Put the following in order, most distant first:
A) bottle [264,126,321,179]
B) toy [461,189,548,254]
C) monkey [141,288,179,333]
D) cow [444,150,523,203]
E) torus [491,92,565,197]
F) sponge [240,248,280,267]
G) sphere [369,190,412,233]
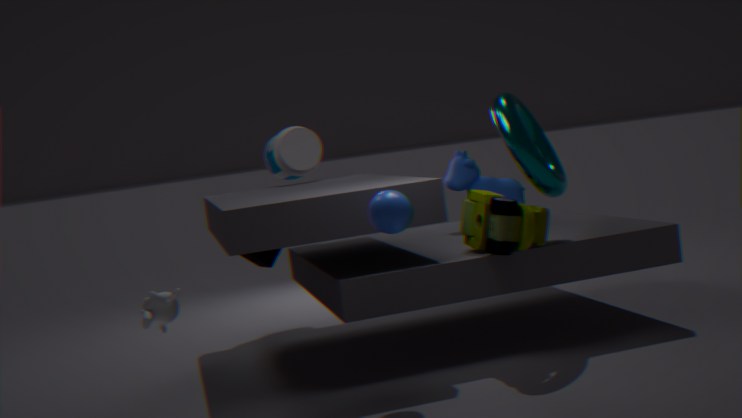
bottle [264,126,321,179] → sponge [240,248,280,267] → cow [444,150,523,203] → toy [461,189,548,254] → torus [491,92,565,197] → monkey [141,288,179,333] → sphere [369,190,412,233]
